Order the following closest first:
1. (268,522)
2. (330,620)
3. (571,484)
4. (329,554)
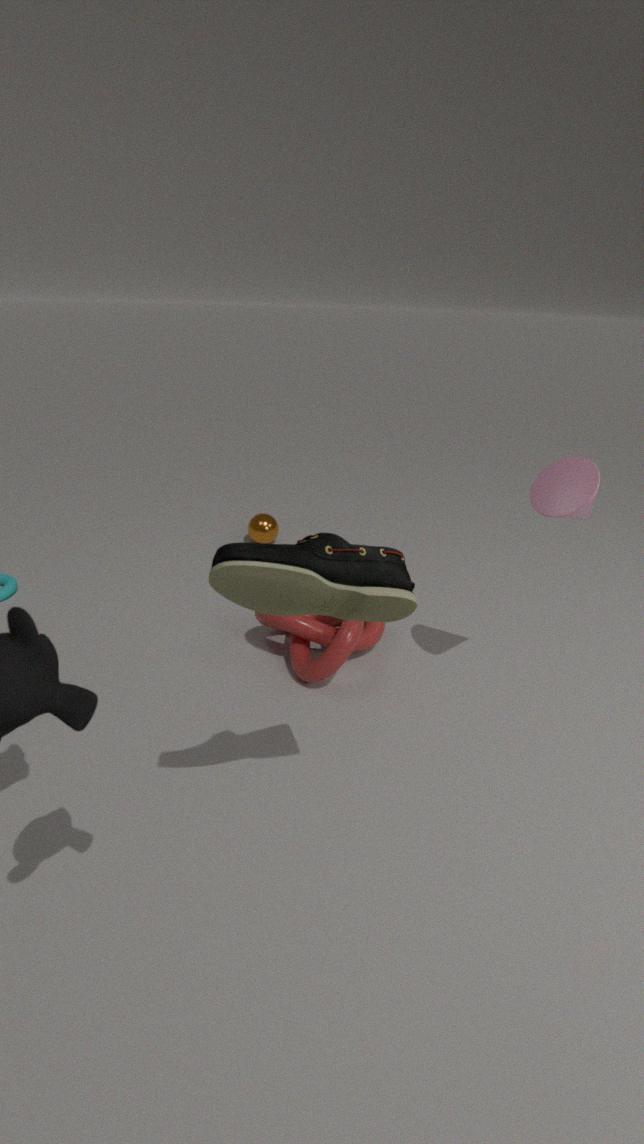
(329,554) < (571,484) < (330,620) < (268,522)
